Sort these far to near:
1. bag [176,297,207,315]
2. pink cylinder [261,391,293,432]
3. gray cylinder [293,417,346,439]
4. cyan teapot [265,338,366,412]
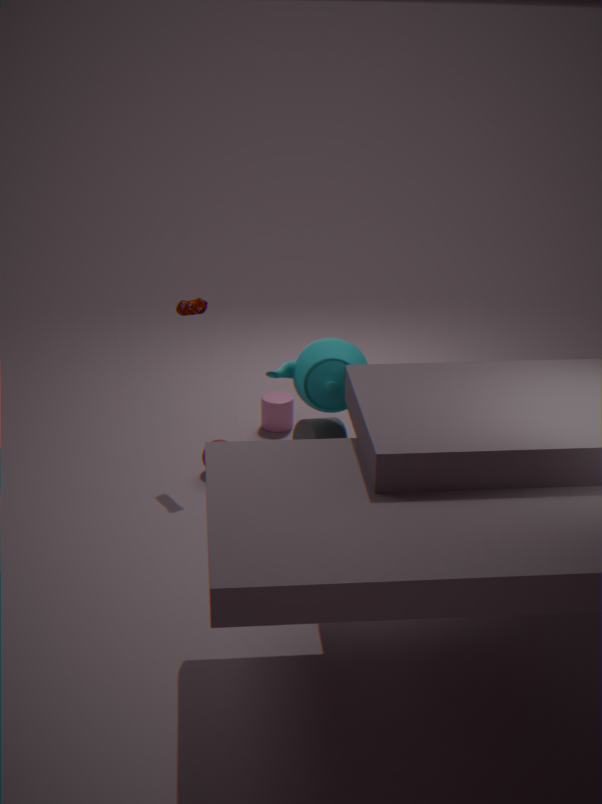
pink cylinder [261,391,293,432] < bag [176,297,207,315] < gray cylinder [293,417,346,439] < cyan teapot [265,338,366,412]
